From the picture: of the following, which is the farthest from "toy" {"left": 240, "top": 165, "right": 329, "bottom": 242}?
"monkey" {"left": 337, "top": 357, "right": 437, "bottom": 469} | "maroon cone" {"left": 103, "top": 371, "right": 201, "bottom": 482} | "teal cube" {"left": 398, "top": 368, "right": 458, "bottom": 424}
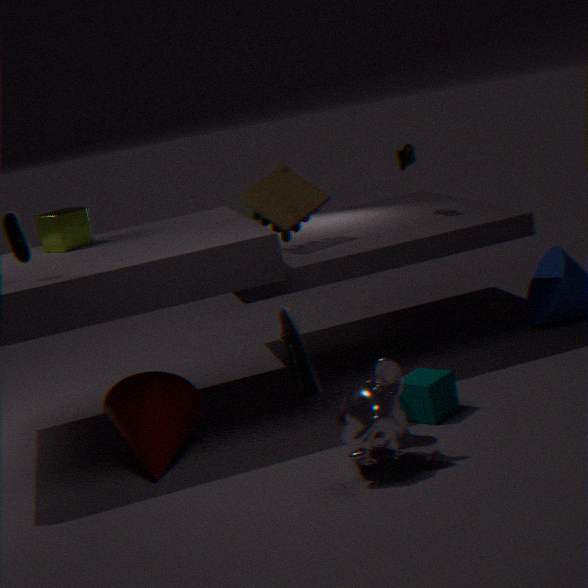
"monkey" {"left": 337, "top": 357, "right": 437, "bottom": 469}
